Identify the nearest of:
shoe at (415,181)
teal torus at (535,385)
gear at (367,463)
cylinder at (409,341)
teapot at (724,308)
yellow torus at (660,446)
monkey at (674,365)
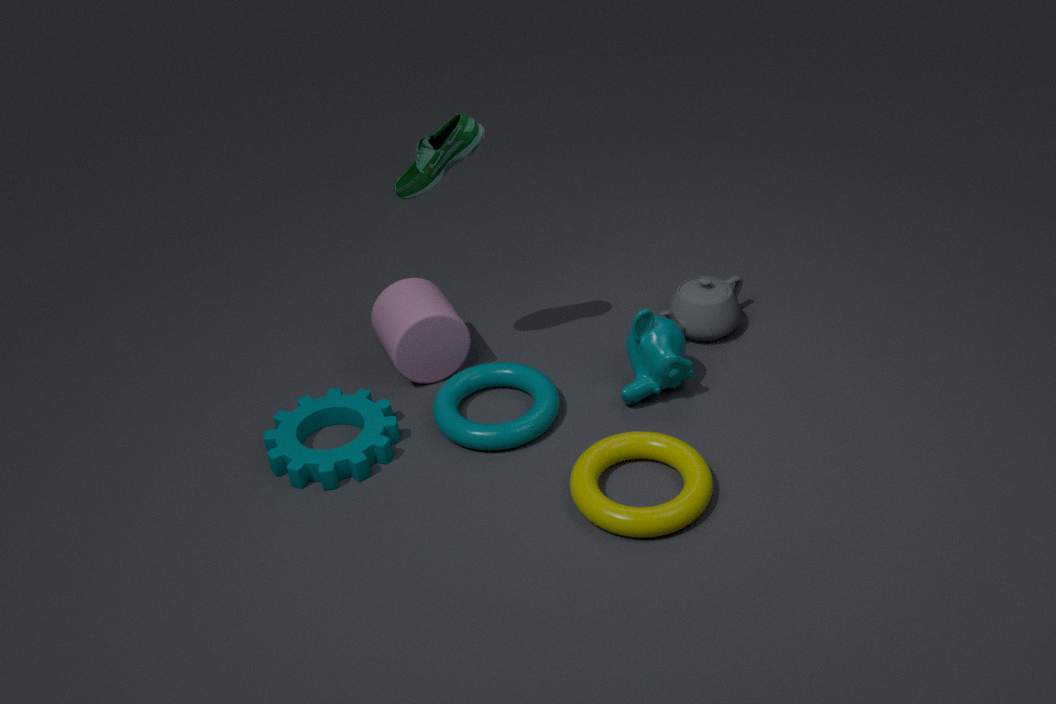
yellow torus at (660,446)
